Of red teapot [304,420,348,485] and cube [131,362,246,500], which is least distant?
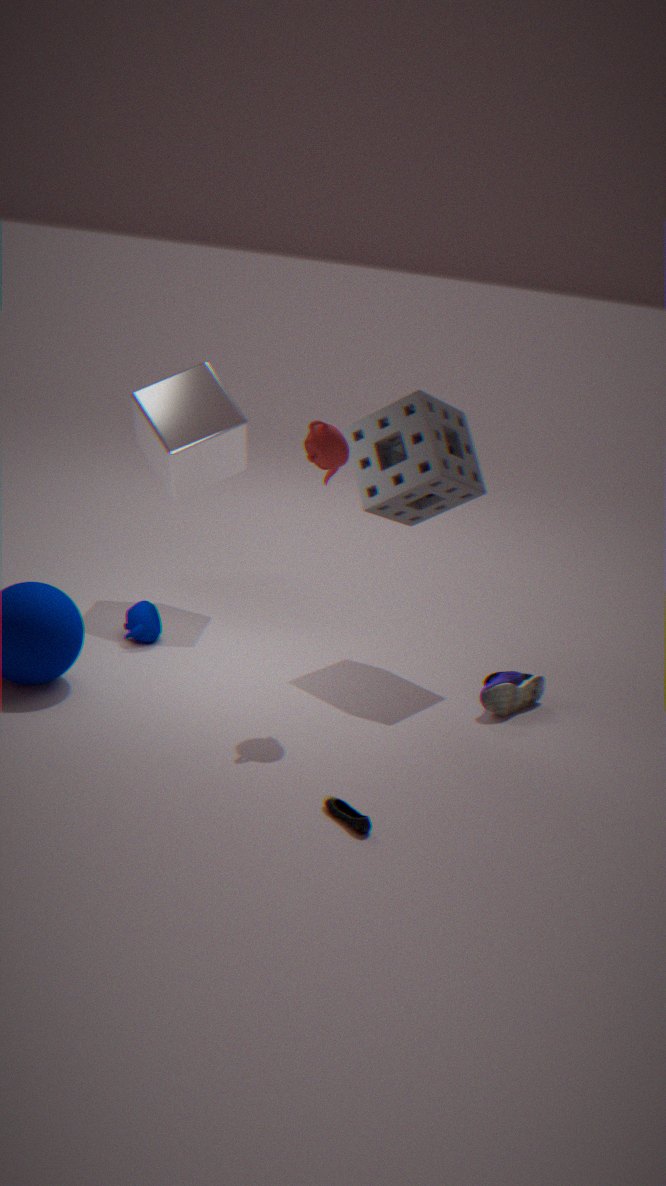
red teapot [304,420,348,485]
